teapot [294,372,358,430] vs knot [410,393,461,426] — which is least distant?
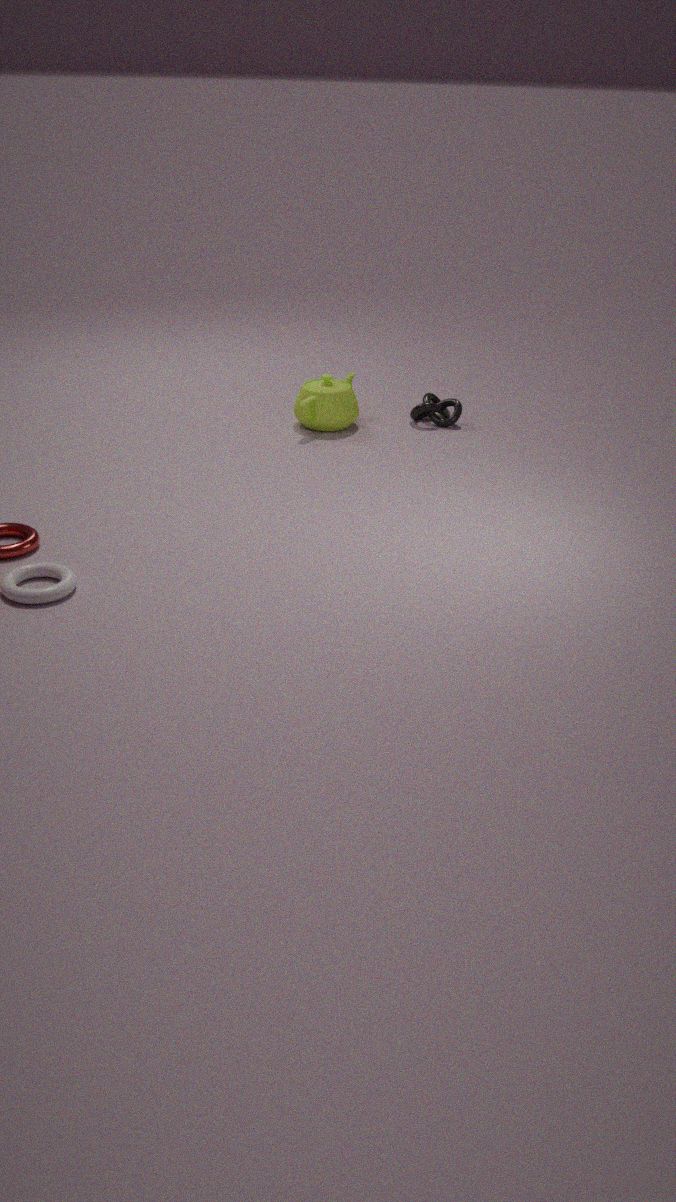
teapot [294,372,358,430]
